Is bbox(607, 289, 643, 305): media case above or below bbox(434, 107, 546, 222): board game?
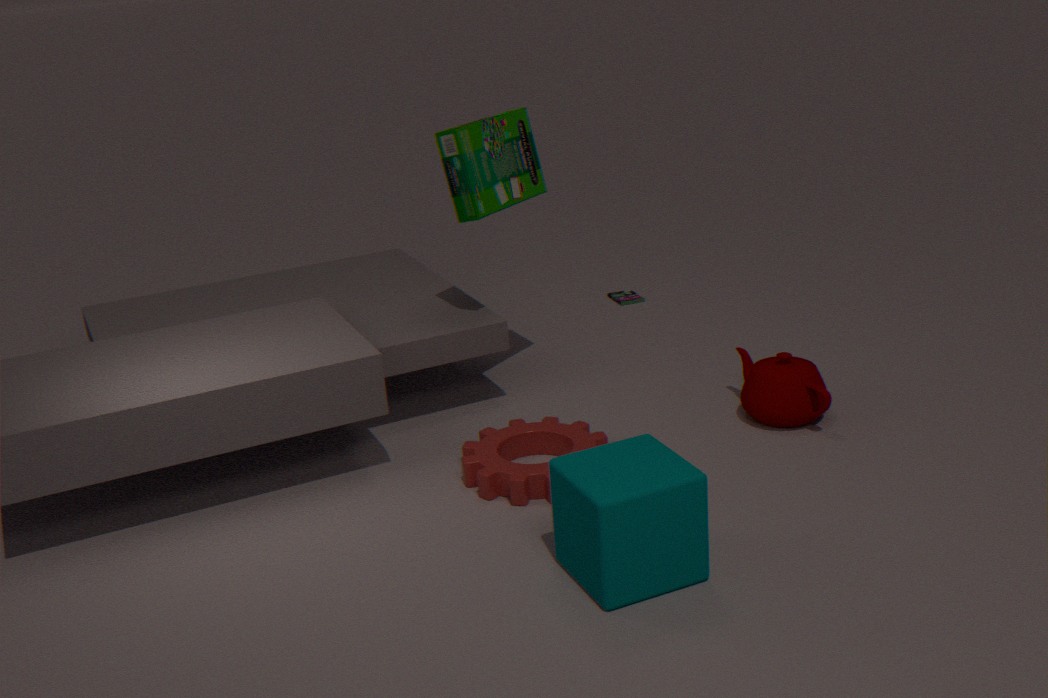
below
